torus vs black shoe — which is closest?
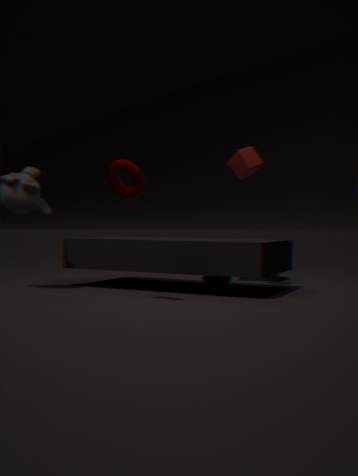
torus
